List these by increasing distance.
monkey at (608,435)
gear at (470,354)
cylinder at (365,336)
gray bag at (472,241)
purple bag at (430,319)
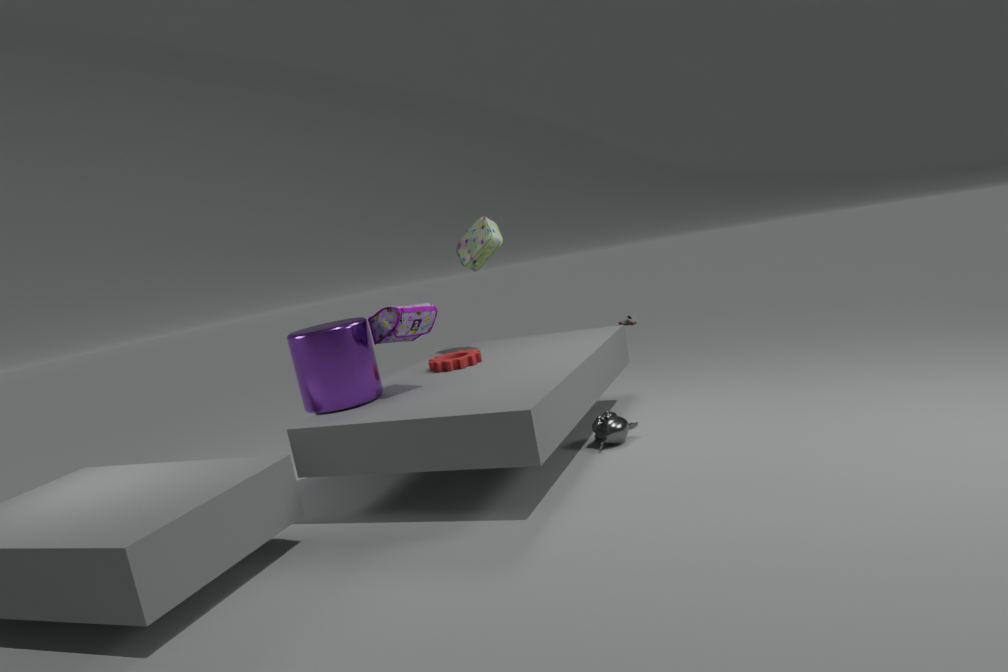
cylinder at (365,336) → purple bag at (430,319) → monkey at (608,435) → gear at (470,354) → gray bag at (472,241)
